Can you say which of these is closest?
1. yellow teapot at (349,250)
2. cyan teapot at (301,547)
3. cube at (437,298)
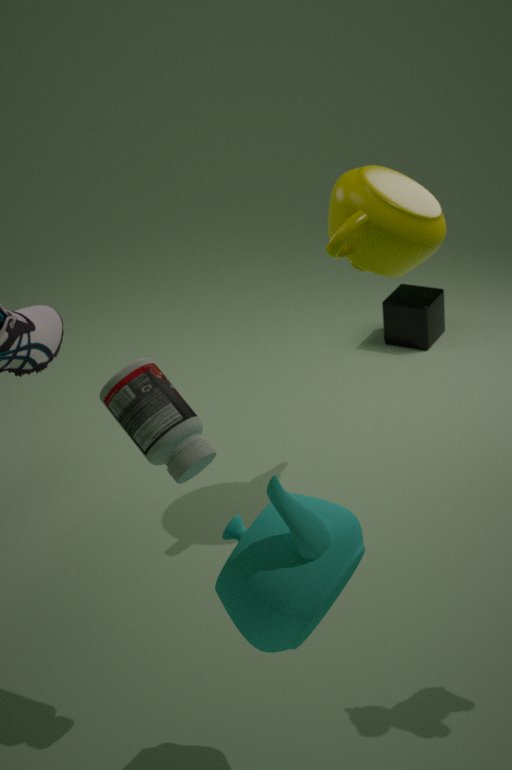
cyan teapot at (301,547)
